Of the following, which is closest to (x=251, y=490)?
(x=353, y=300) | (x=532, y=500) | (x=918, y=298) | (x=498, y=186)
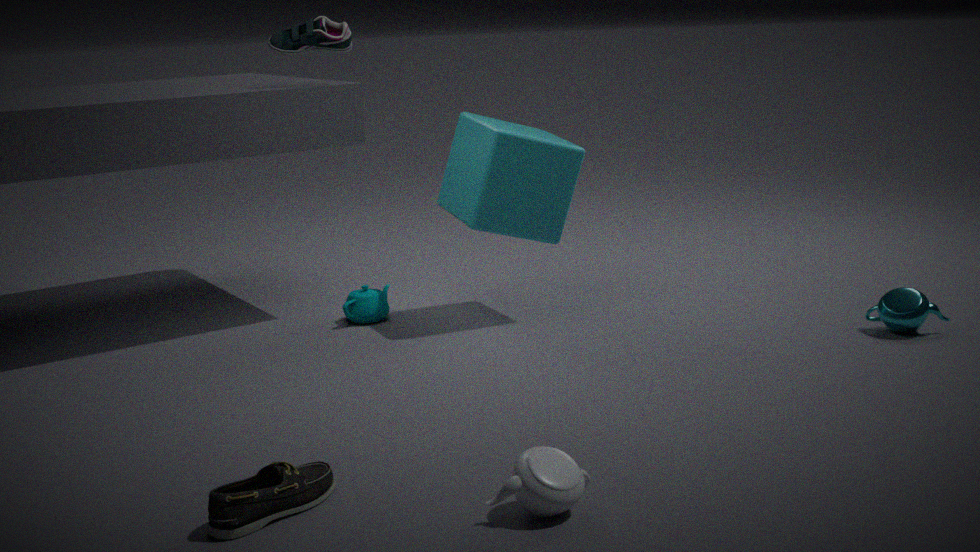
(x=532, y=500)
